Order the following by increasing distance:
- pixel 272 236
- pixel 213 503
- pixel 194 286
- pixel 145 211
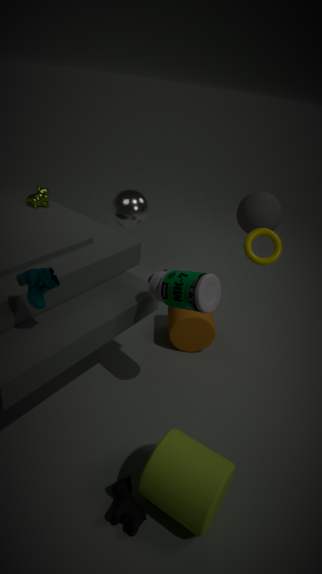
pixel 213 503, pixel 194 286, pixel 272 236, pixel 145 211
